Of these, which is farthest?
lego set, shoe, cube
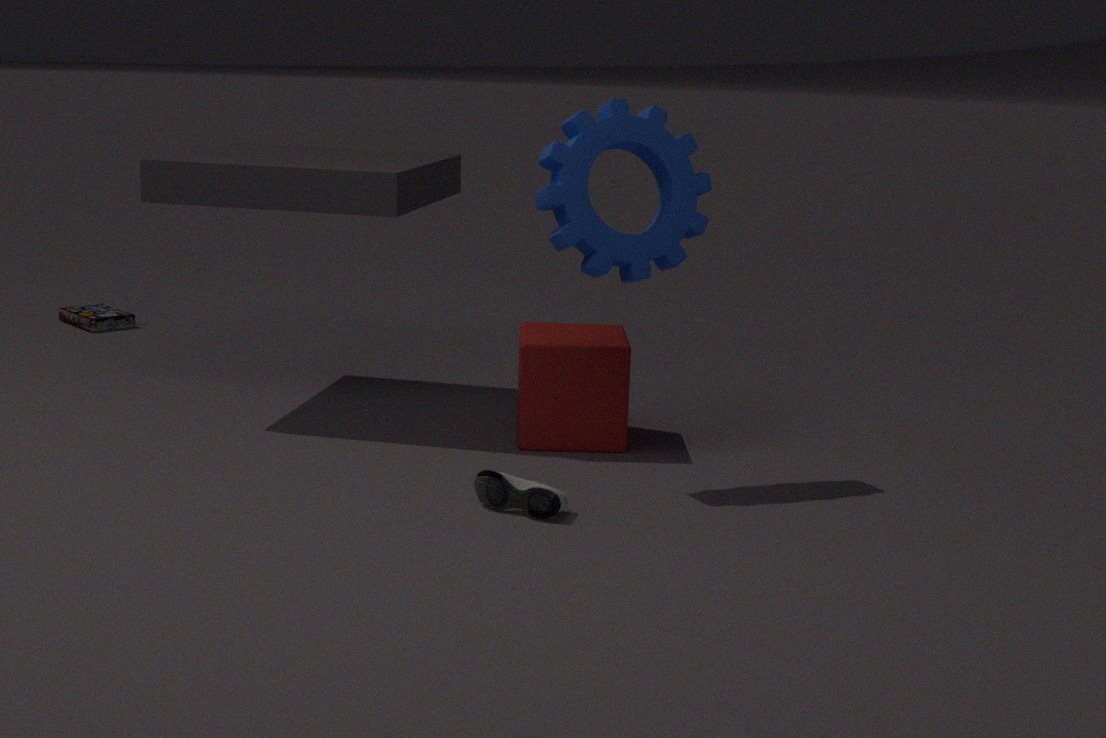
lego set
